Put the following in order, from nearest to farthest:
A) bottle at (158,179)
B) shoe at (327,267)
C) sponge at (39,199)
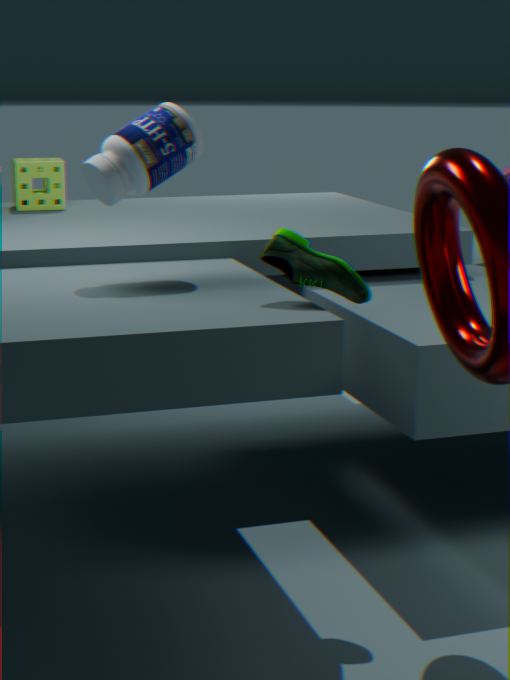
1. shoe at (327,267)
2. bottle at (158,179)
3. sponge at (39,199)
